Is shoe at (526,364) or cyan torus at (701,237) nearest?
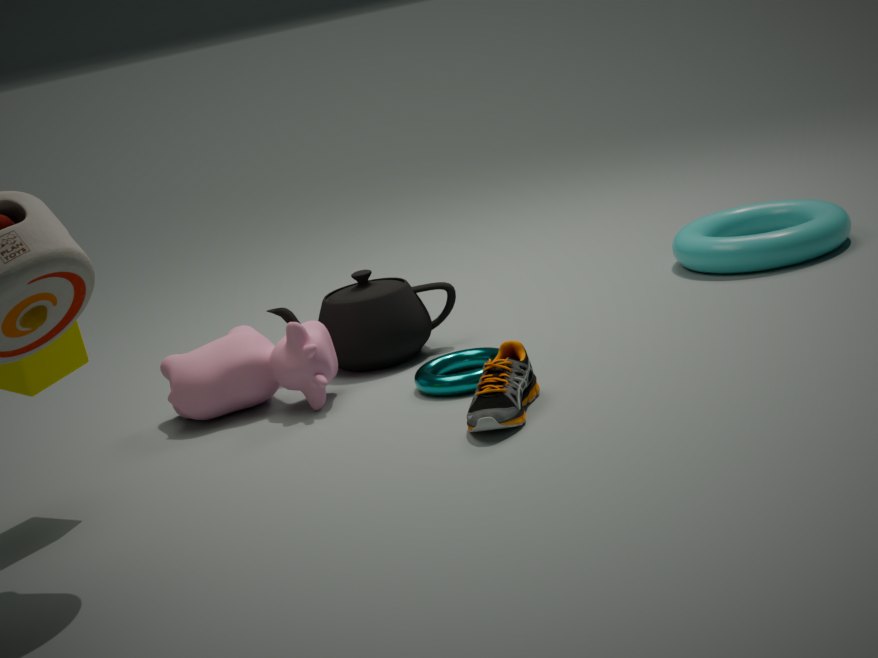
shoe at (526,364)
